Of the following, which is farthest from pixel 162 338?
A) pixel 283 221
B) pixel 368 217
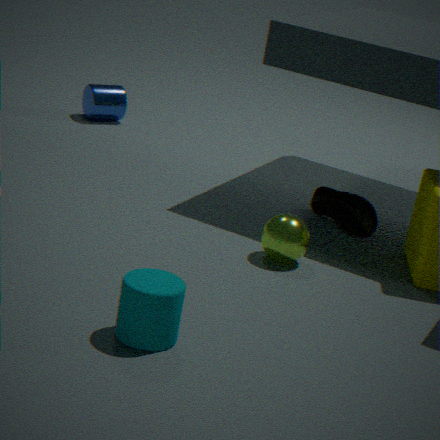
pixel 368 217
